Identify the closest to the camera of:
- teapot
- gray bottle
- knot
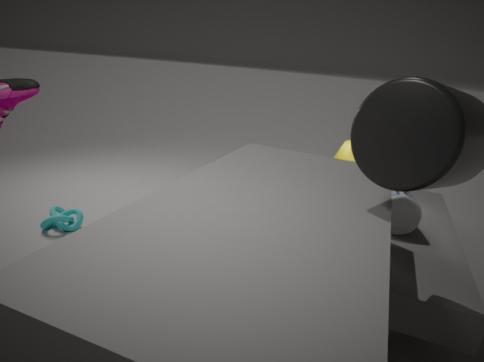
gray bottle
